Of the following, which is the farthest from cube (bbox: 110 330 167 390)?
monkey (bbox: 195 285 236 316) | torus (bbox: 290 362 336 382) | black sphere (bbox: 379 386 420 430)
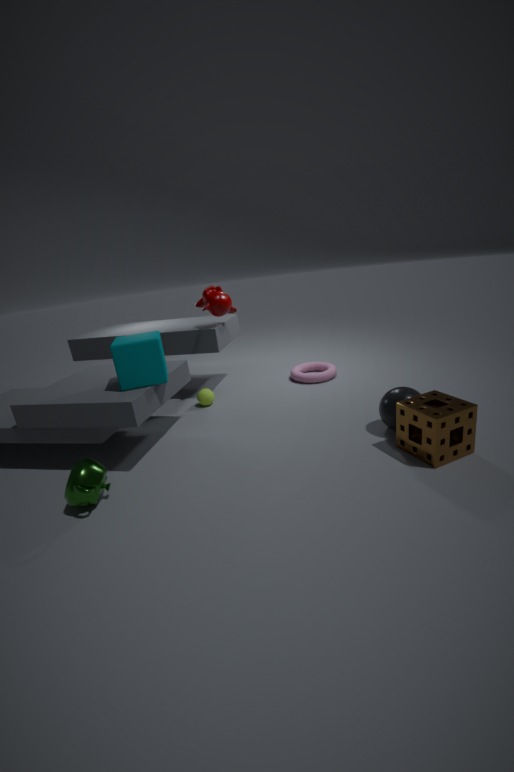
black sphere (bbox: 379 386 420 430)
